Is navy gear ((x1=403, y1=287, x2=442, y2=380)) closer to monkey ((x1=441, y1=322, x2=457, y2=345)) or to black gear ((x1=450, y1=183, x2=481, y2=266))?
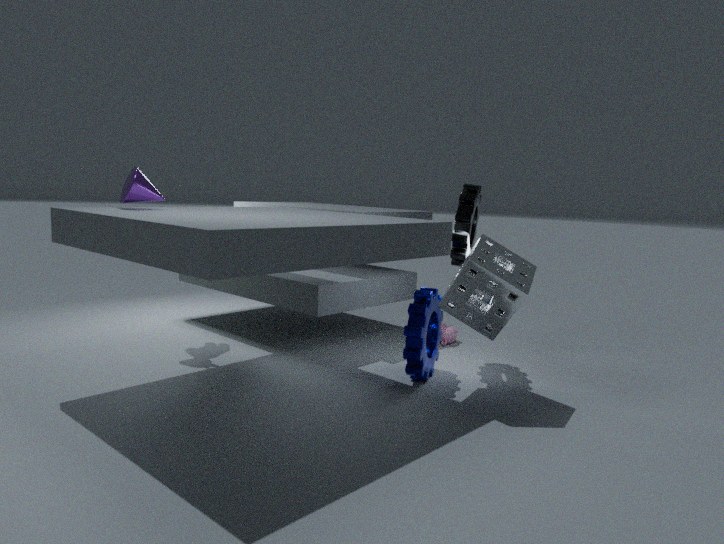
black gear ((x1=450, y1=183, x2=481, y2=266))
